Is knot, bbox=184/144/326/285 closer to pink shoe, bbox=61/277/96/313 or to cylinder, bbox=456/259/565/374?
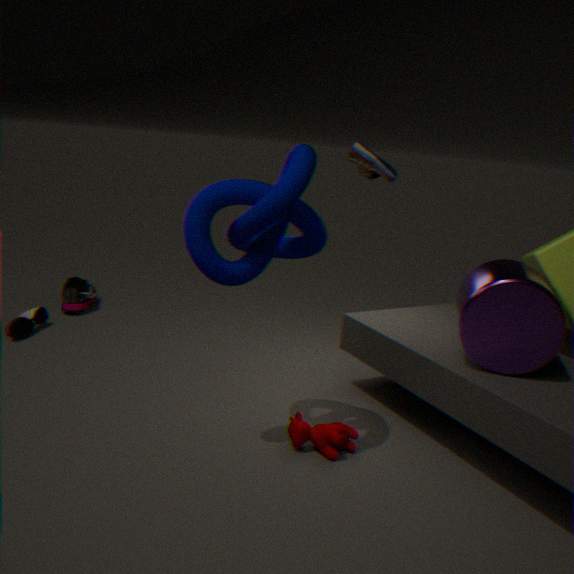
cylinder, bbox=456/259/565/374
